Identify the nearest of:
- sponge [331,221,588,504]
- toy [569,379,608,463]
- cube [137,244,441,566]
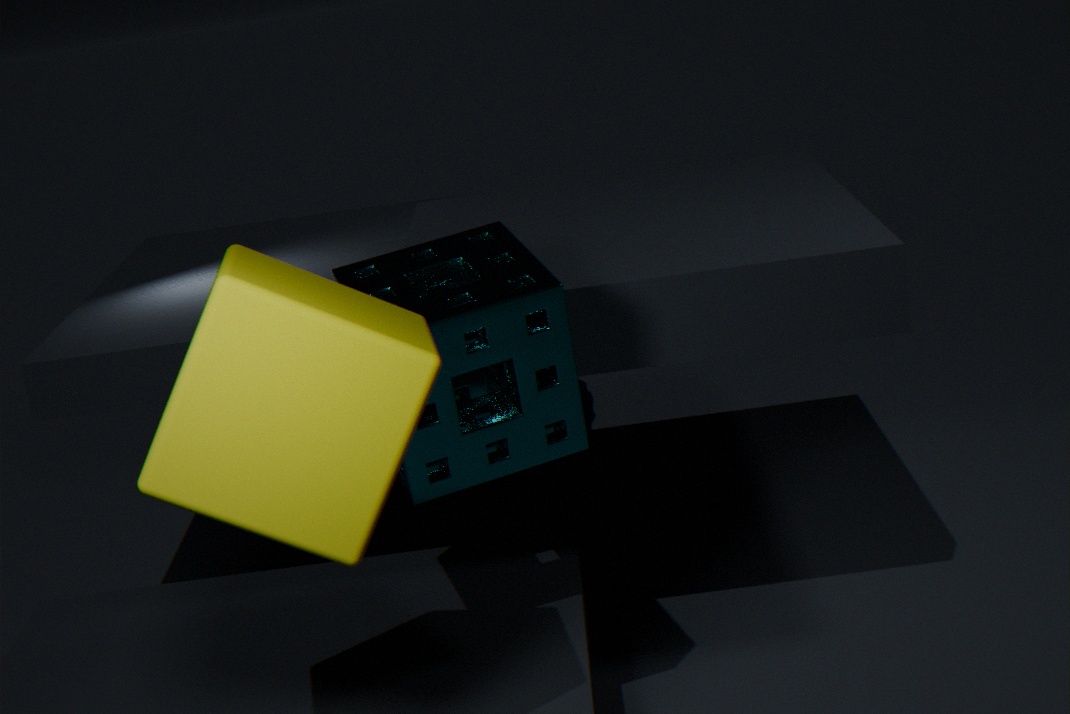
cube [137,244,441,566]
